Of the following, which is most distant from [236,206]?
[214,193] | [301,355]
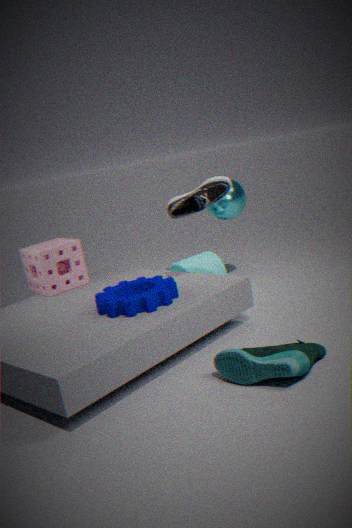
[301,355]
